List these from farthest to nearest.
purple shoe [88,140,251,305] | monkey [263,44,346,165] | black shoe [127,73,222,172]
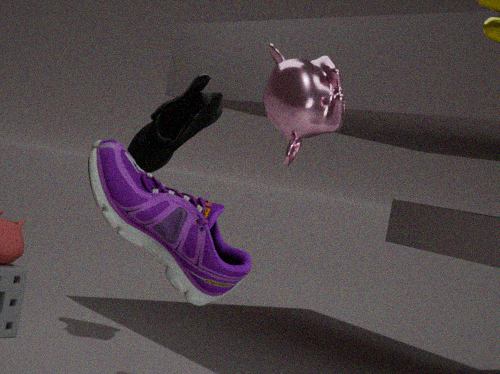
black shoe [127,73,222,172] → monkey [263,44,346,165] → purple shoe [88,140,251,305]
